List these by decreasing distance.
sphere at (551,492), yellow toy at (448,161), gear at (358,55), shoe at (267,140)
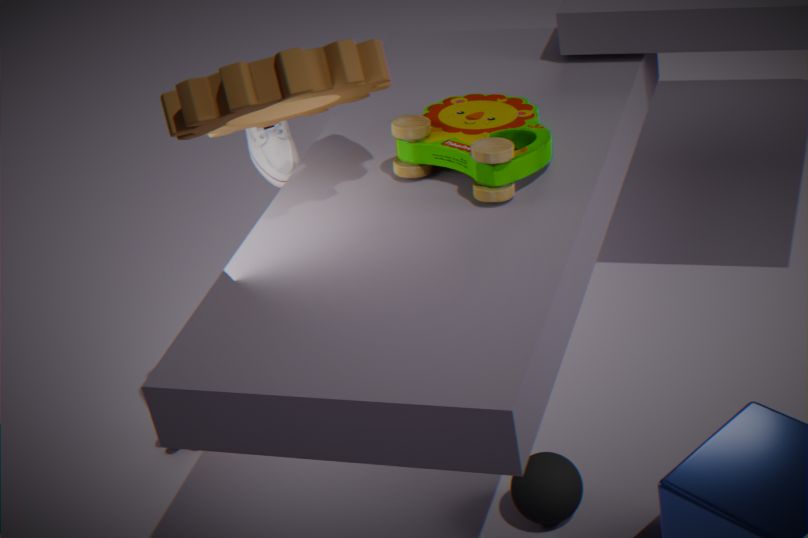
shoe at (267,140), sphere at (551,492), yellow toy at (448,161), gear at (358,55)
